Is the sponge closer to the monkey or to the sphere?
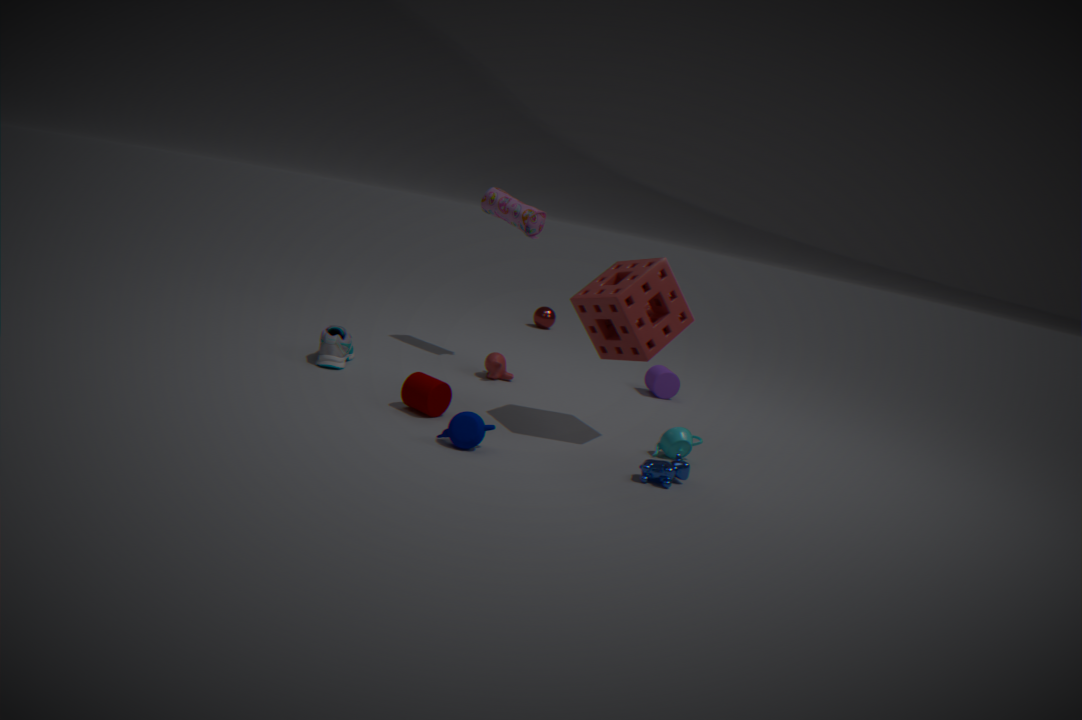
the monkey
